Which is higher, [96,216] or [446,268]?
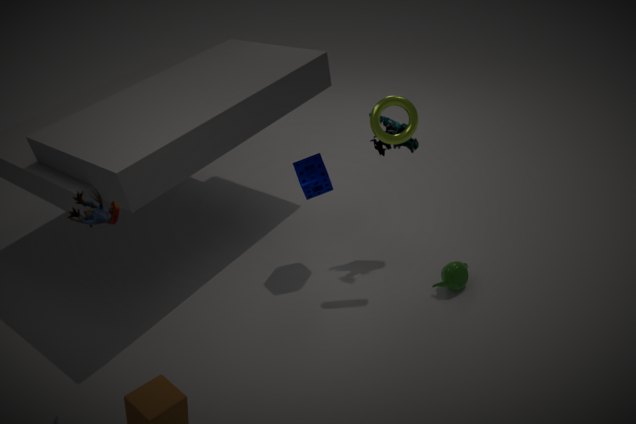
[96,216]
